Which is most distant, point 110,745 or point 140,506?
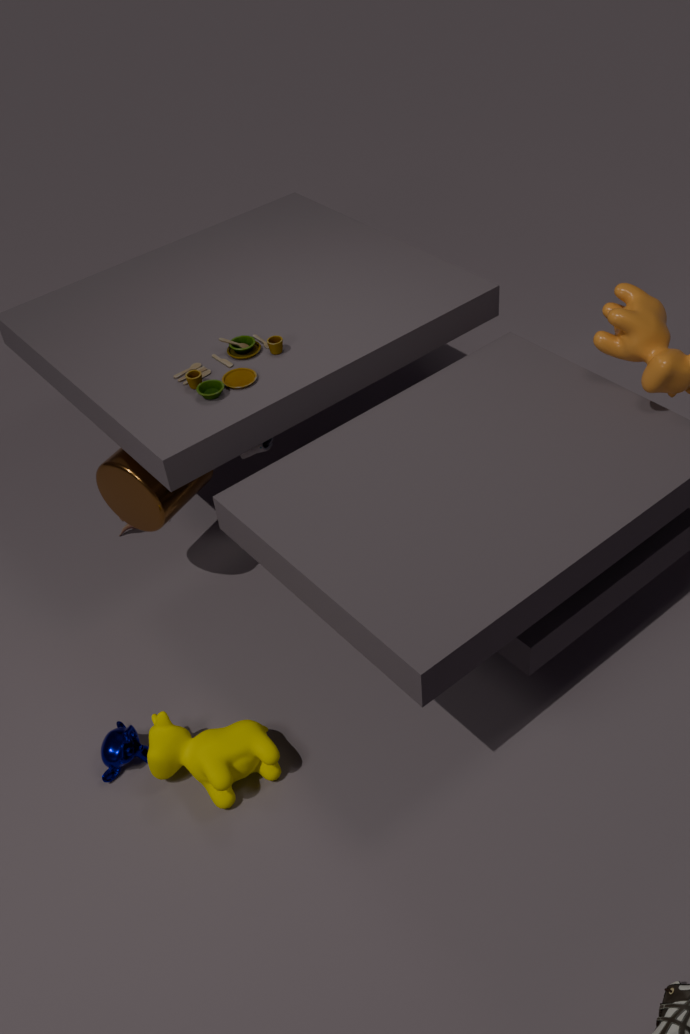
point 140,506
